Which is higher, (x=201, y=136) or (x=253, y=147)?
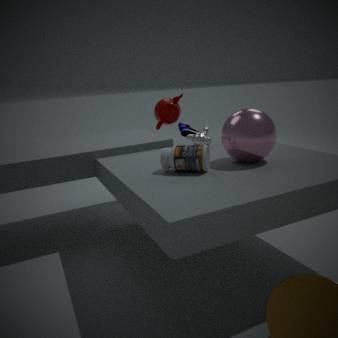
(x=253, y=147)
